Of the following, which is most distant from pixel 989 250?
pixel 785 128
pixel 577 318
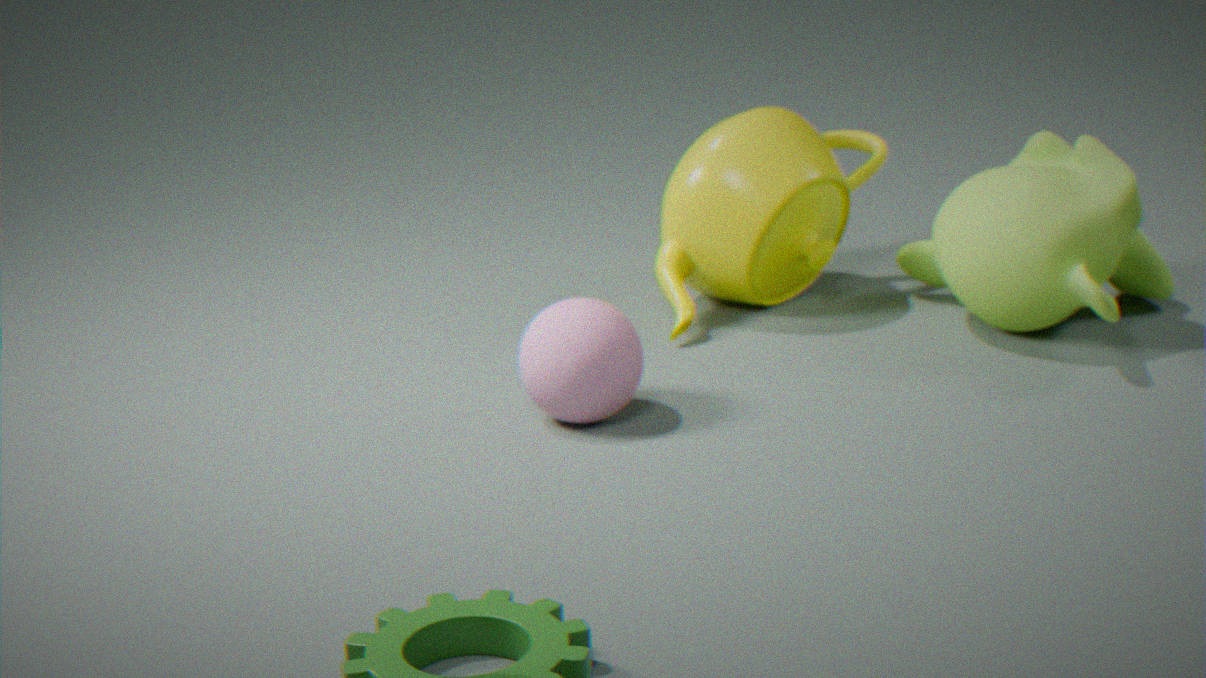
pixel 577 318
